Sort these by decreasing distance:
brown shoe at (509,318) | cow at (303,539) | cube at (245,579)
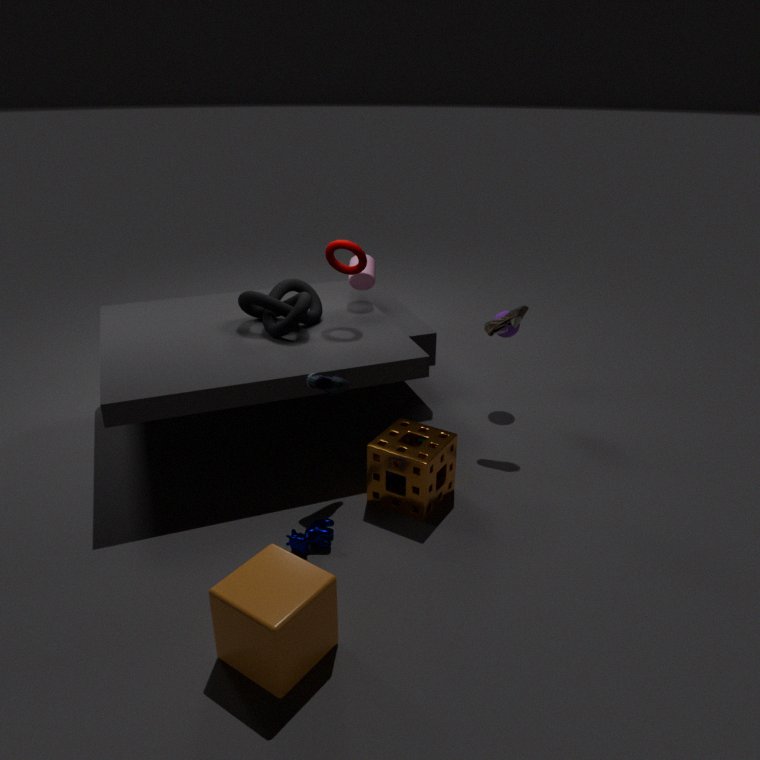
brown shoe at (509,318), cow at (303,539), cube at (245,579)
